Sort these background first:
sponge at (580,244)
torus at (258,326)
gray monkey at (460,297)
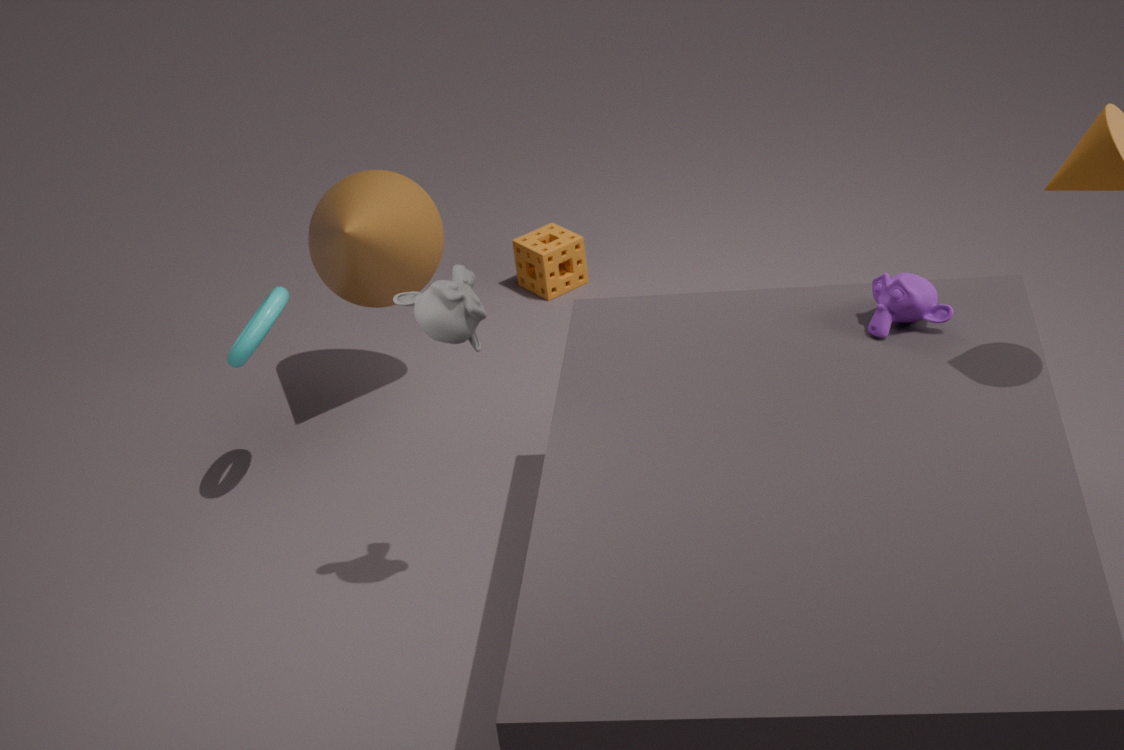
1. sponge at (580,244)
2. torus at (258,326)
3. gray monkey at (460,297)
